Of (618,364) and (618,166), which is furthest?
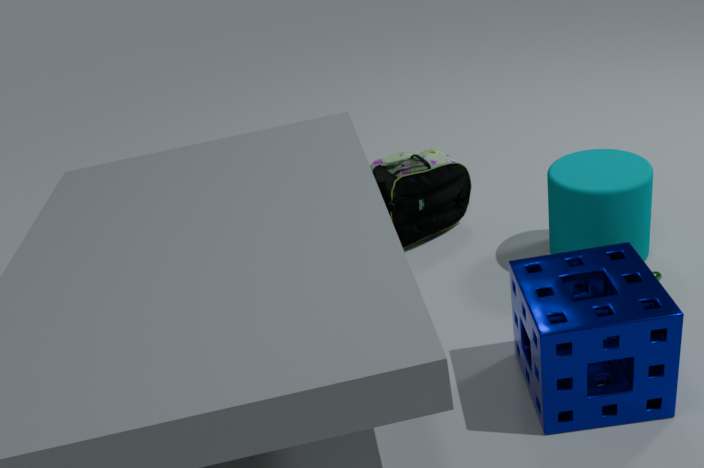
(618,166)
